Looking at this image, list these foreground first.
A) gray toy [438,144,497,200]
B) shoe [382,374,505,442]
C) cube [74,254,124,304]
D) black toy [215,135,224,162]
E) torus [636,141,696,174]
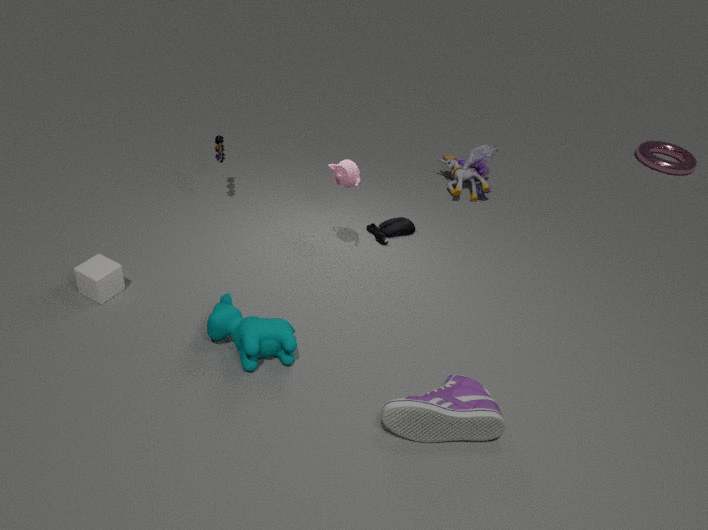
shoe [382,374,505,442], cube [74,254,124,304], black toy [215,135,224,162], gray toy [438,144,497,200], torus [636,141,696,174]
